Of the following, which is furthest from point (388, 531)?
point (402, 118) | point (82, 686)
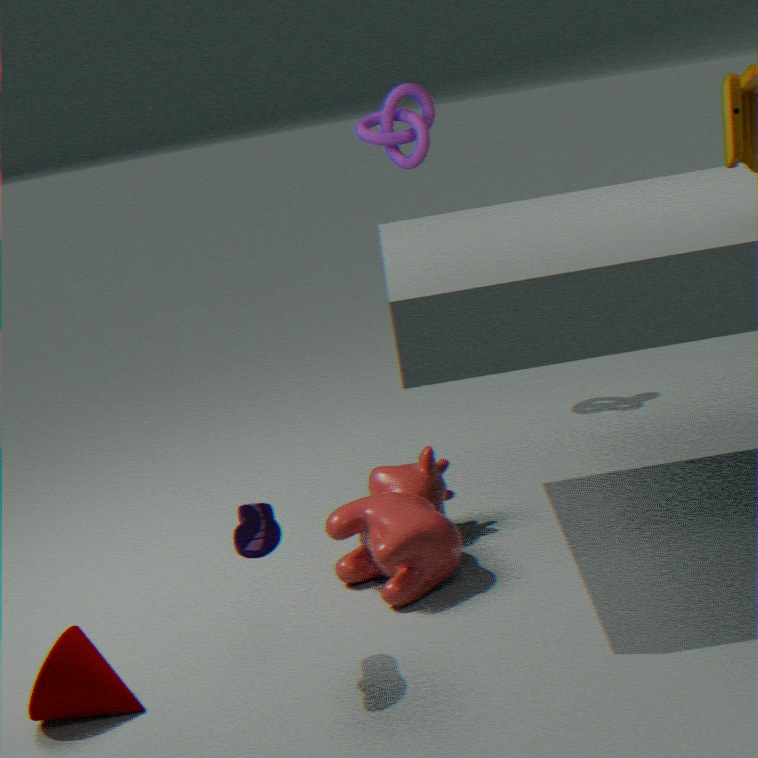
point (402, 118)
